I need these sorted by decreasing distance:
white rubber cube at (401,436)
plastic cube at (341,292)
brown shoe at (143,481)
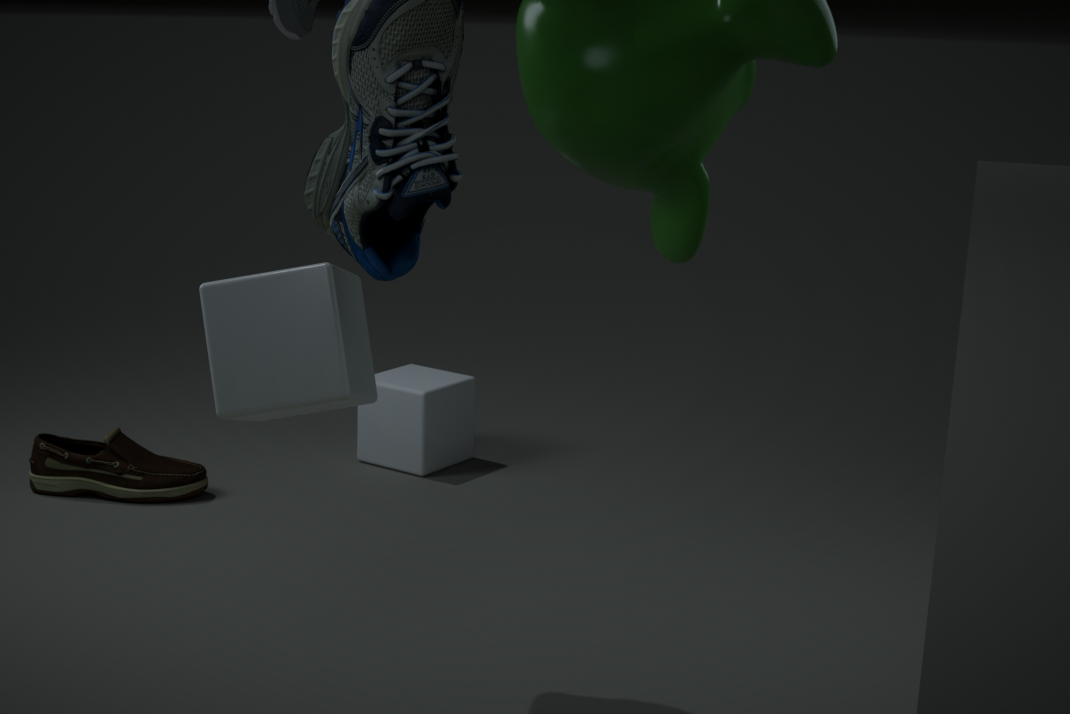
white rubber cube at (401,436), brown shoe at (143,481), plastic cube at (341,292)
